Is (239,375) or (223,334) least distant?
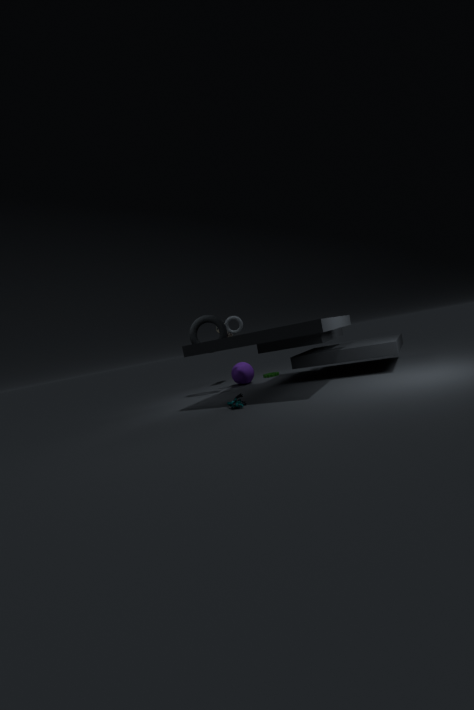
(223,334)
